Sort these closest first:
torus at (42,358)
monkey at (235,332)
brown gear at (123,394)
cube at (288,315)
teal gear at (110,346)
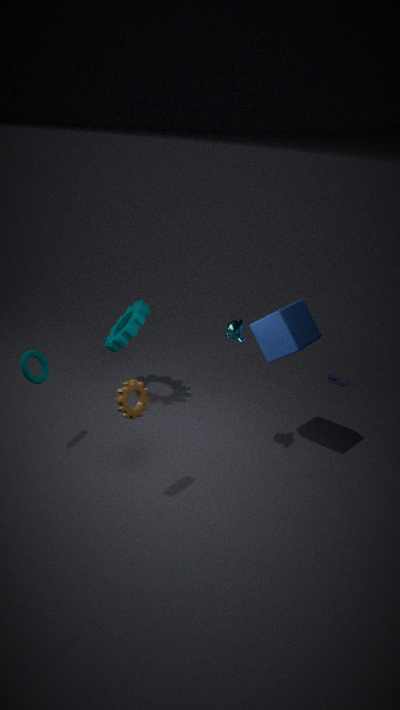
brown gear at (123,394)
torus at (42,358)
cube at (288,315)
monkey at (235,332)
teal gear at (110,346)
